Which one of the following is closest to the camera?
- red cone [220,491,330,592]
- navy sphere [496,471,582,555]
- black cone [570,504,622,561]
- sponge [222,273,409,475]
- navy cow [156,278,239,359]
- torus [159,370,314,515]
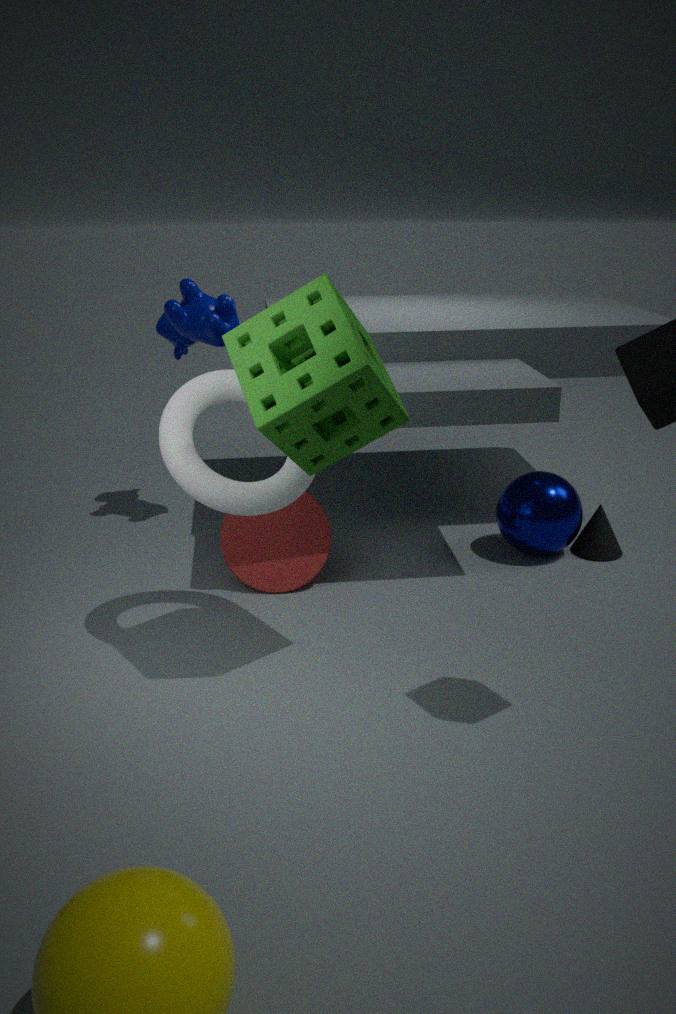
sponge [222,273,409,475]
